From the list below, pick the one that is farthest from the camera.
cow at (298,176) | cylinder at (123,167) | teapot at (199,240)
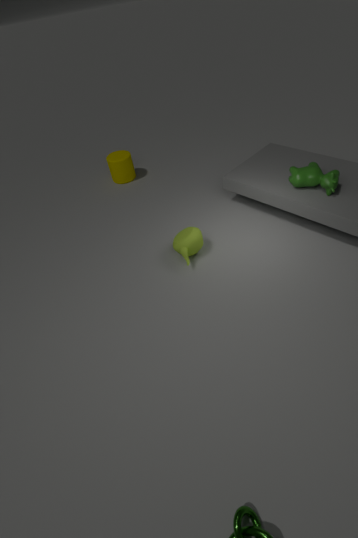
cylinder at (123,167)
